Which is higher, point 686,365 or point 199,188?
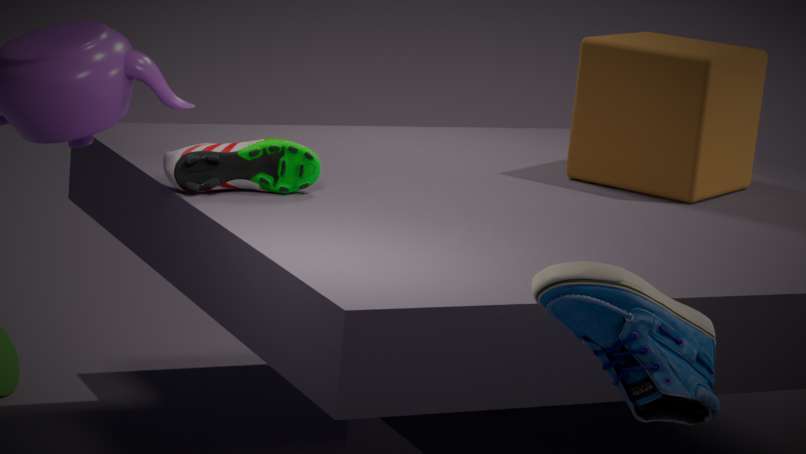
point 199,188
